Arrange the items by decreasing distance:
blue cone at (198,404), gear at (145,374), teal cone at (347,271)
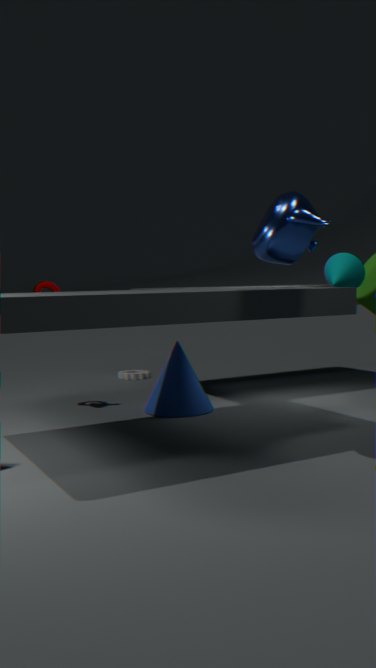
gear at (145,374) → blue cone at (198,404) → teal cone at (347,271)
